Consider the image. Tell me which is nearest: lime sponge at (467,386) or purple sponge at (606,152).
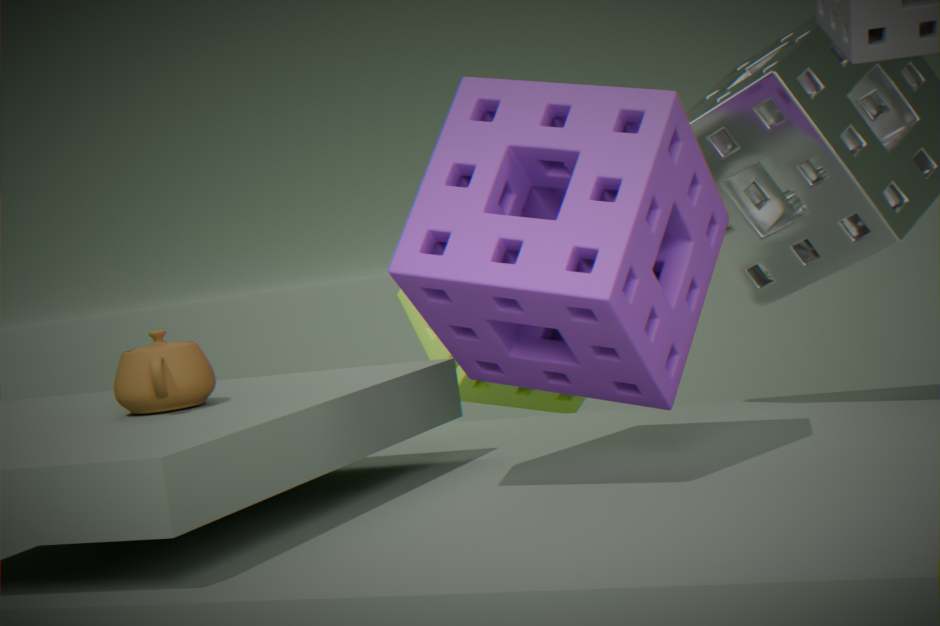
purple sponge at (606,152)
